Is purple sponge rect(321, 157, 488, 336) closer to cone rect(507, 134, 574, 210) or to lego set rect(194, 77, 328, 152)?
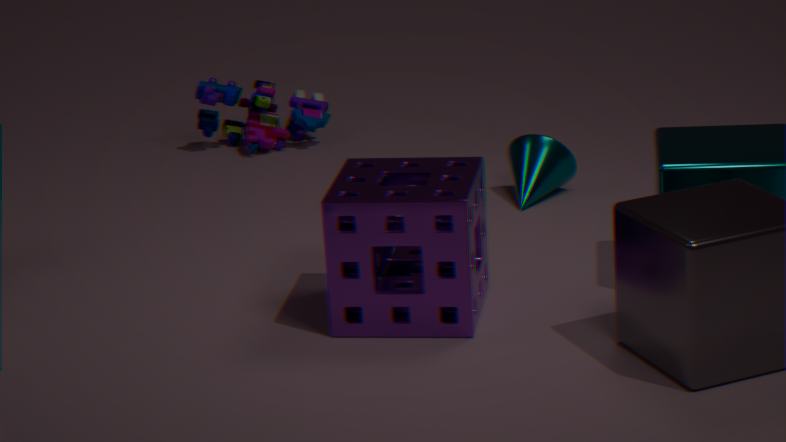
cone rect(507, 134, 574, 210)
